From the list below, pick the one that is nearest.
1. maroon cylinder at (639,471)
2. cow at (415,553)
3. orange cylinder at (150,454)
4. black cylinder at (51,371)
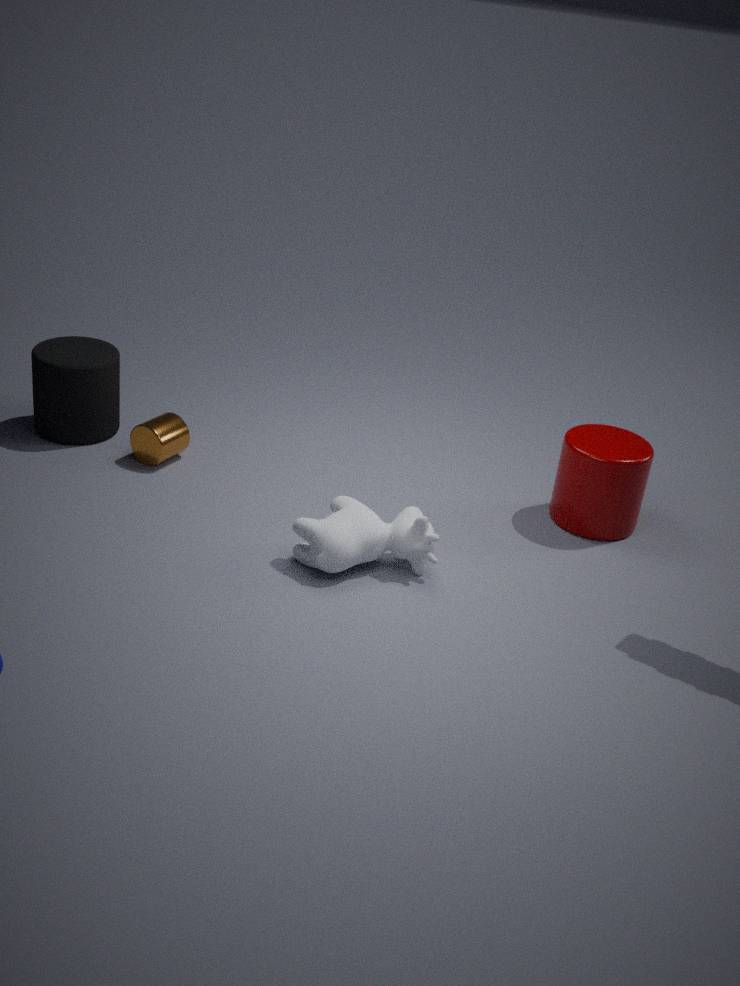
cow at (415,553)
